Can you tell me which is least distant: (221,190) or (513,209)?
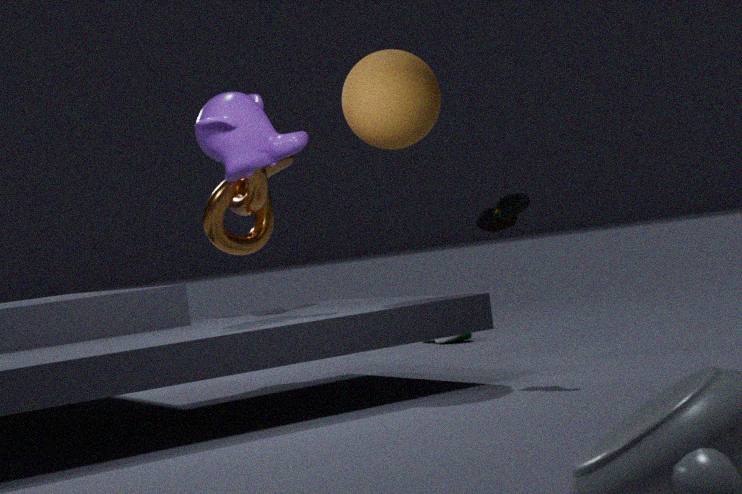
(513,209)
